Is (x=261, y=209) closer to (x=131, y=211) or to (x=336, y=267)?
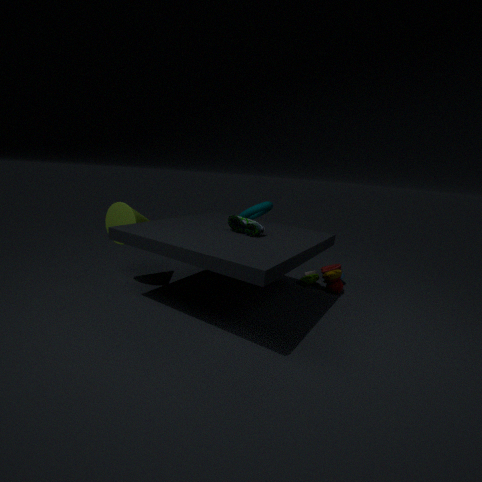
(x=336, y=267)
